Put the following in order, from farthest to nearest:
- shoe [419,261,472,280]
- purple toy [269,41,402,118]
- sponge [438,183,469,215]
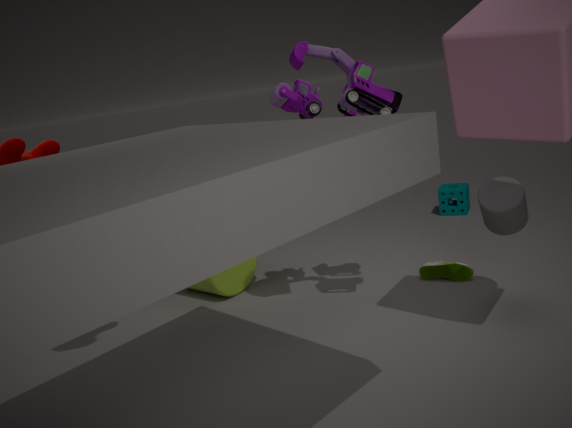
sponge [438,183,469,215] < shoe [419,261,472,280] < purple toy [269,41,402,118]
